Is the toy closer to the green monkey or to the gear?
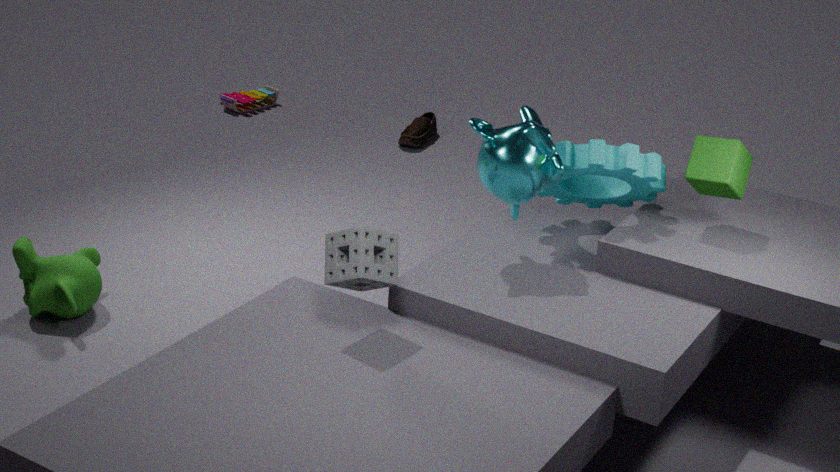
the green monkey
